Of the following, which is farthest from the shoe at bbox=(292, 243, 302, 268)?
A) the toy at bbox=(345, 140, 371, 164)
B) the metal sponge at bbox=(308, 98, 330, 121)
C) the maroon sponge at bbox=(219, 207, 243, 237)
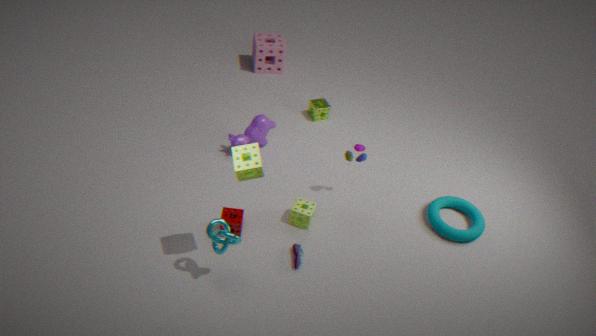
the metal sponge at bbox=(308, 98, 330, 121)
